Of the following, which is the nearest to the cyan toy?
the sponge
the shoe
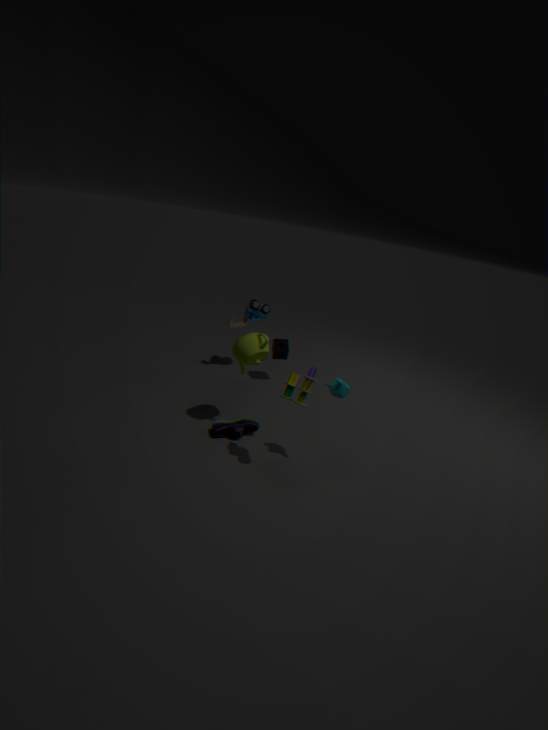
the sponge
